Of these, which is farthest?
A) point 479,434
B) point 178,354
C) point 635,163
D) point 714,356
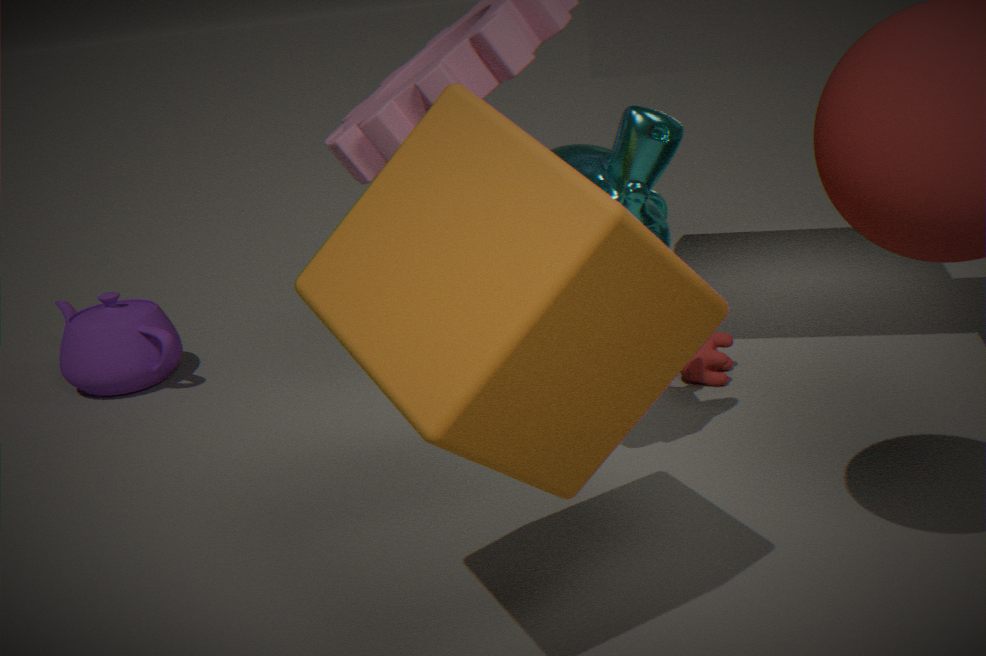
point 178,354
